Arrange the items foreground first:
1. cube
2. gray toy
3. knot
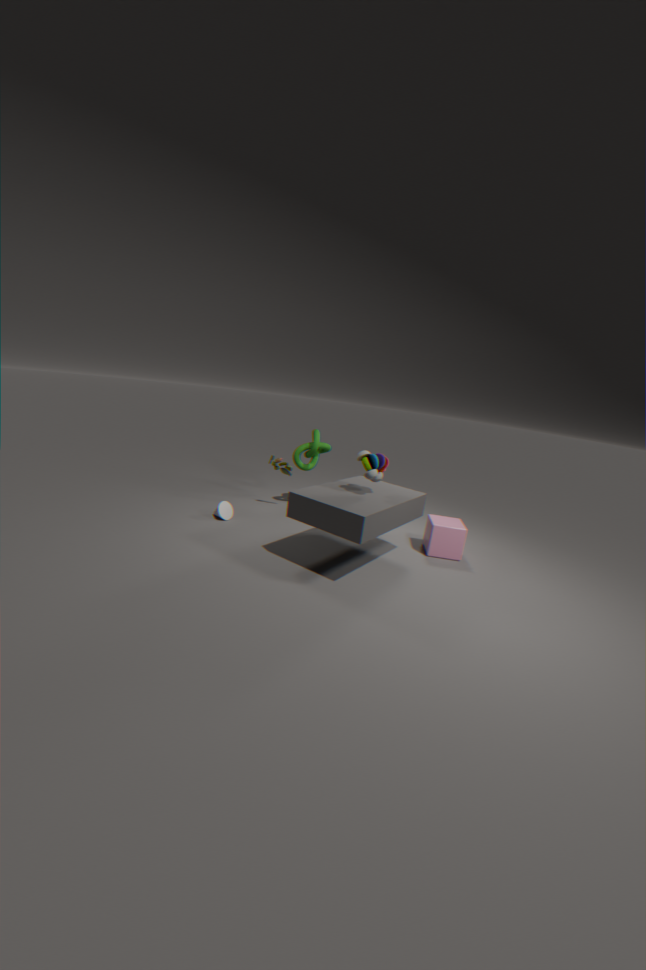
gray toy, cube, knot
